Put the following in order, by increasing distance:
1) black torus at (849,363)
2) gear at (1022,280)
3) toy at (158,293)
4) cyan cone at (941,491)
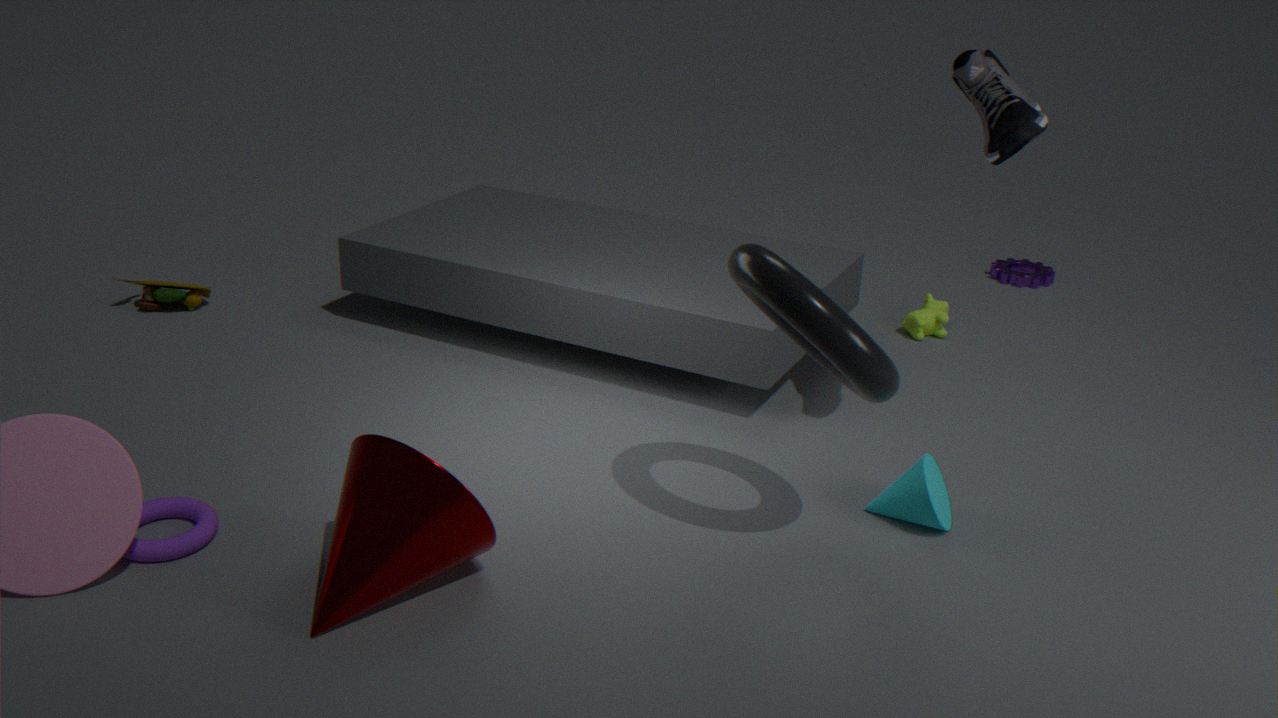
1. black torus at (849,363) < 4. cyan cone at (941,491) < 3. toy at (158,293) < 2. gear at (1022,280)
